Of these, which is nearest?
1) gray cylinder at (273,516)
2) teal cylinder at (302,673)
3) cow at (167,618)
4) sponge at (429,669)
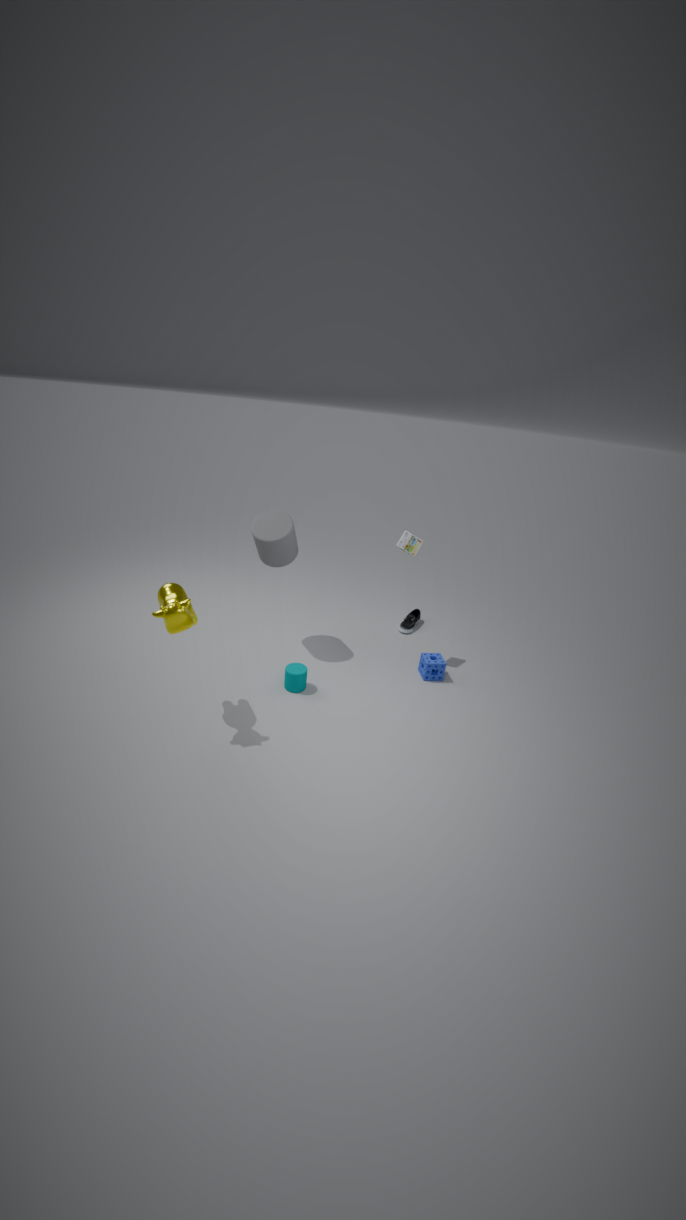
3. cow at (167,618)
